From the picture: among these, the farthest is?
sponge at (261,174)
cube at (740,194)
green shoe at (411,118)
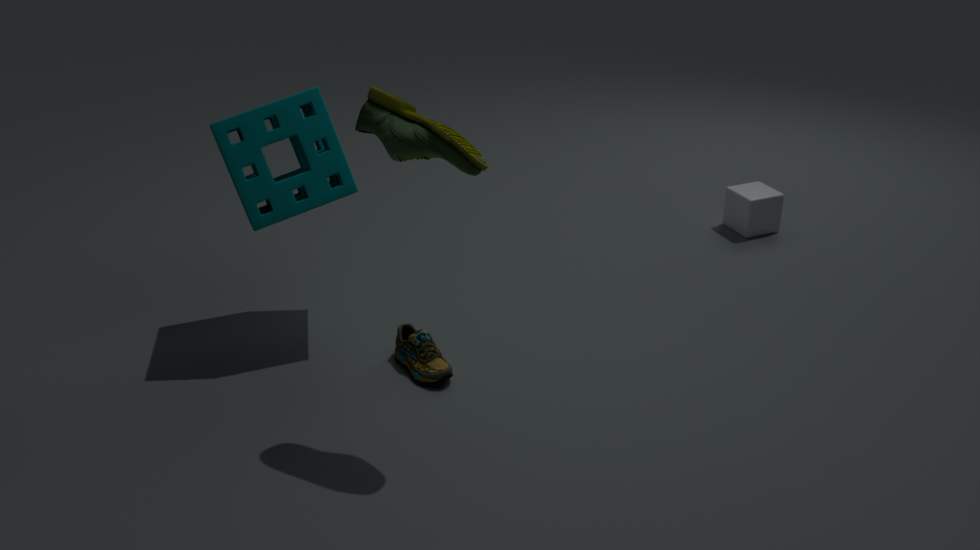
cube at (740,194)
